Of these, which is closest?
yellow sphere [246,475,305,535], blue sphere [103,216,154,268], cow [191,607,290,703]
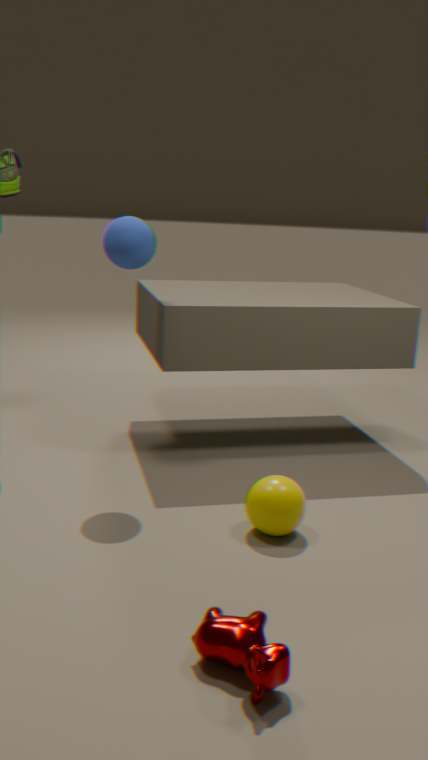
cow [191,607,290,703]
